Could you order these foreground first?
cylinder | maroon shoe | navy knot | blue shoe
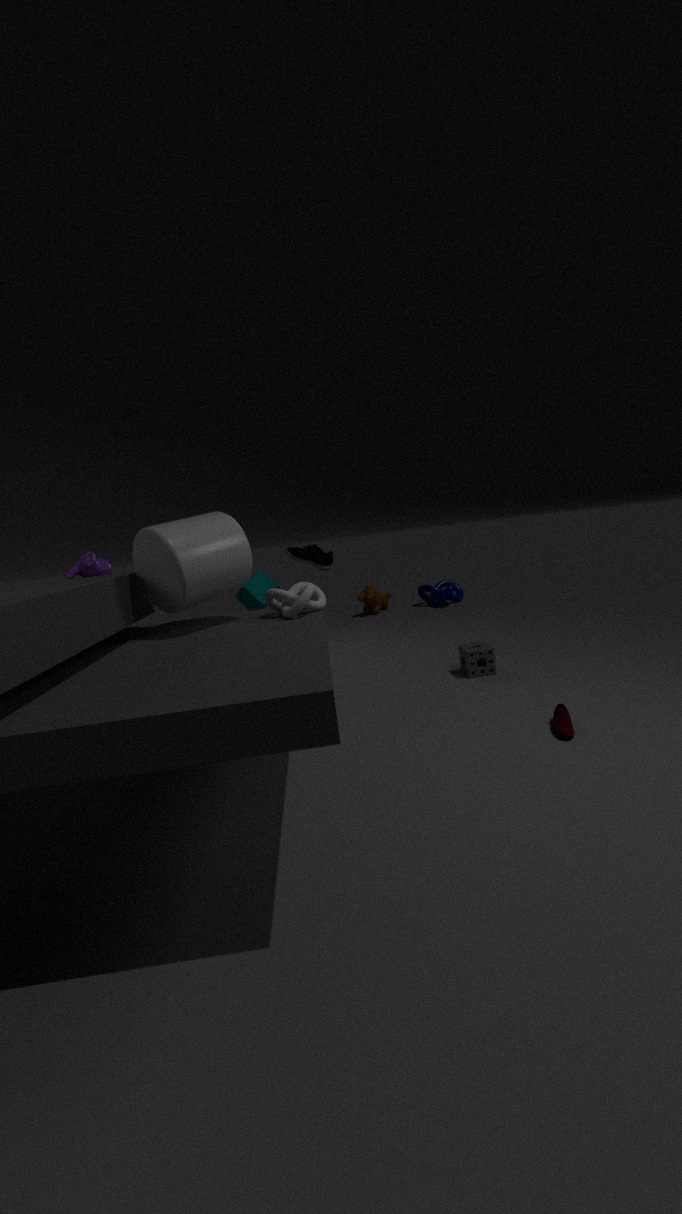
cylinder → maroon shoe → blue shoe → navy knot
